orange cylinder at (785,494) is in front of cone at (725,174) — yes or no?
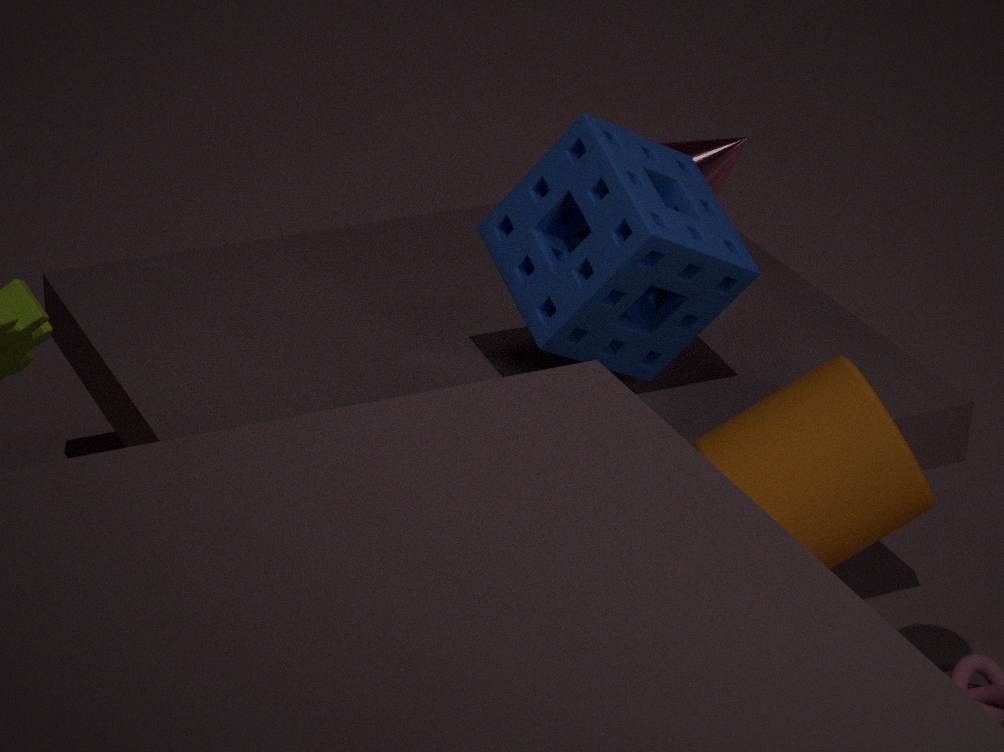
Yes
